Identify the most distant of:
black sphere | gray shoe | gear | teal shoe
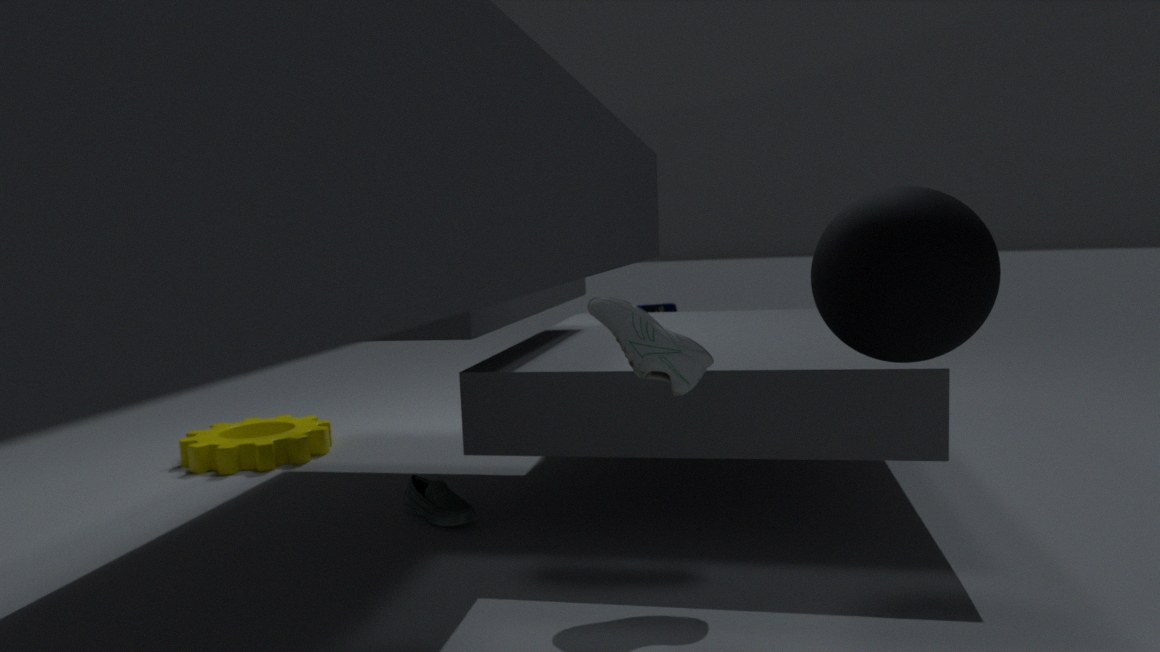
gear
